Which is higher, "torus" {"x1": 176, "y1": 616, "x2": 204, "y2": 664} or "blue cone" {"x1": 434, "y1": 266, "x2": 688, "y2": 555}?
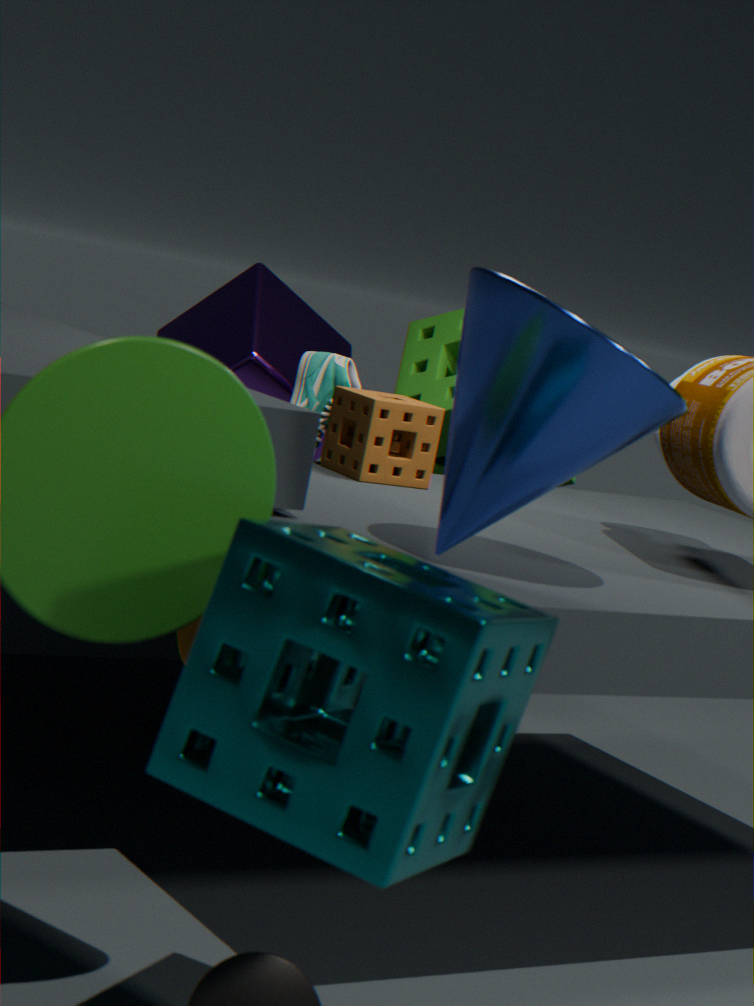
"blue cone" {"x1": 434, "y1": 266, "x2": 688, "y2": 555}
